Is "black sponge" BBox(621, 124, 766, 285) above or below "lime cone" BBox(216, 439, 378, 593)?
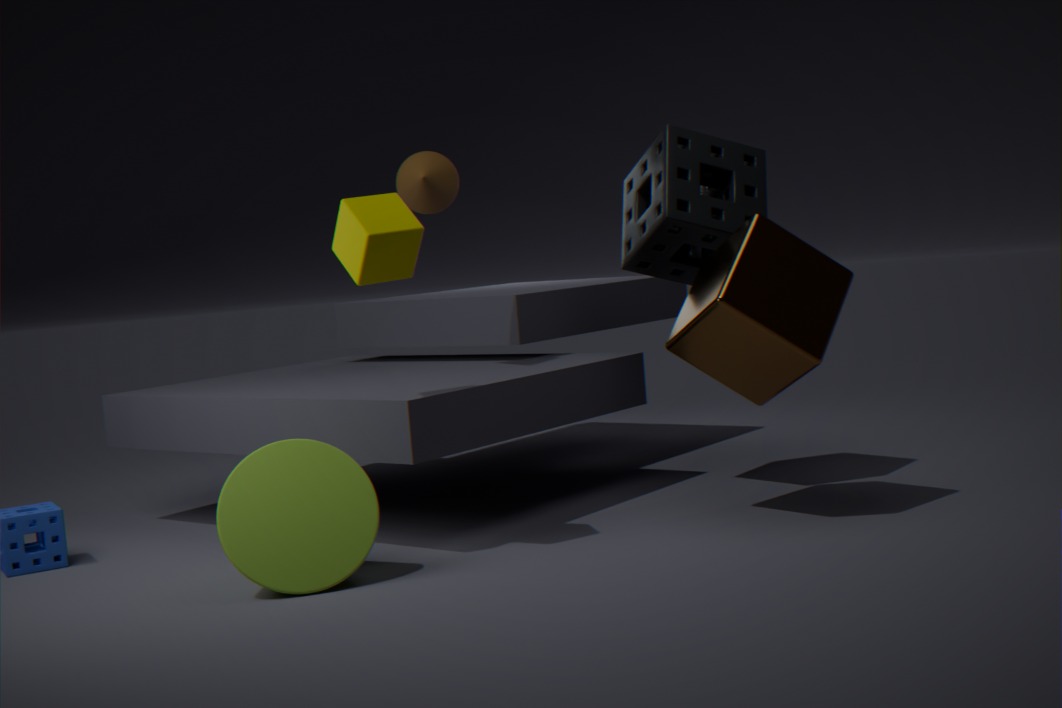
above
